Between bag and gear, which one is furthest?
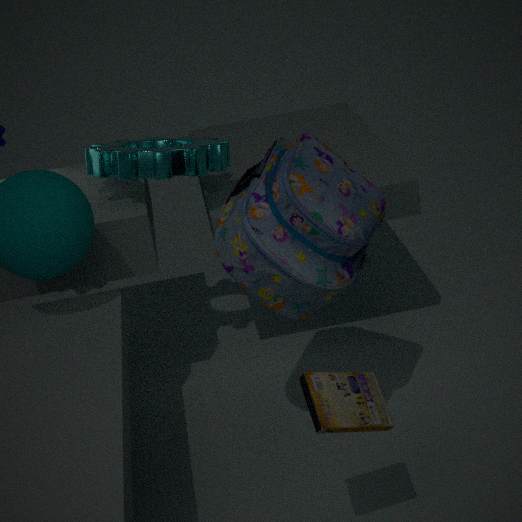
gear
